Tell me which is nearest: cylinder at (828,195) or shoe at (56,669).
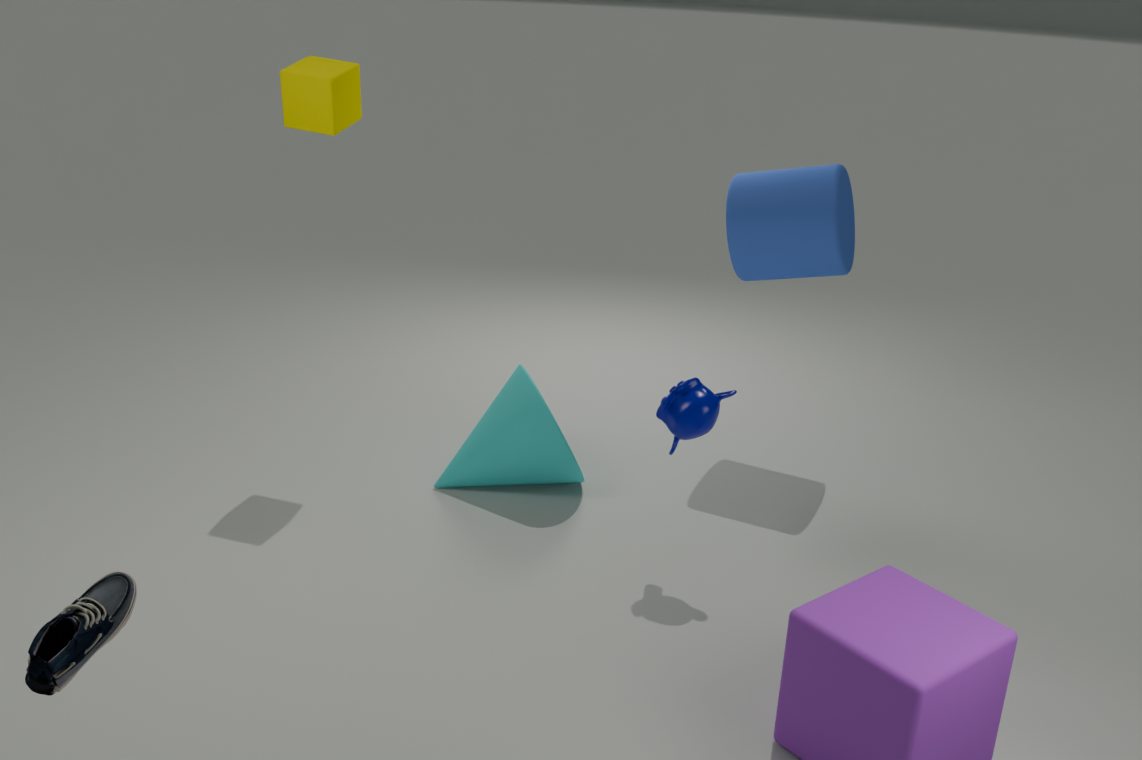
shoe at (56,669)
